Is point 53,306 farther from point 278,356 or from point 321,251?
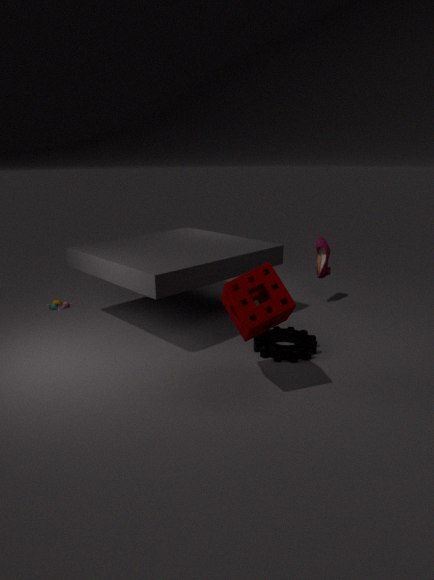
point 321,251
